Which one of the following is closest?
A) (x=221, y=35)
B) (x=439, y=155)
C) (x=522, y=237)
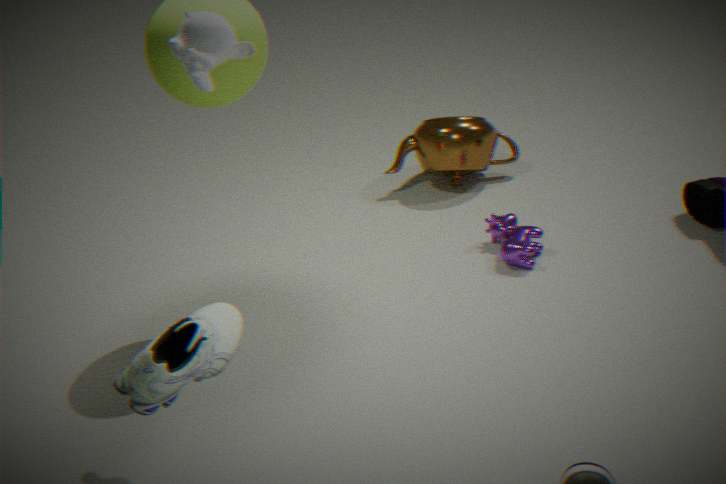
(x=221, y=35)
